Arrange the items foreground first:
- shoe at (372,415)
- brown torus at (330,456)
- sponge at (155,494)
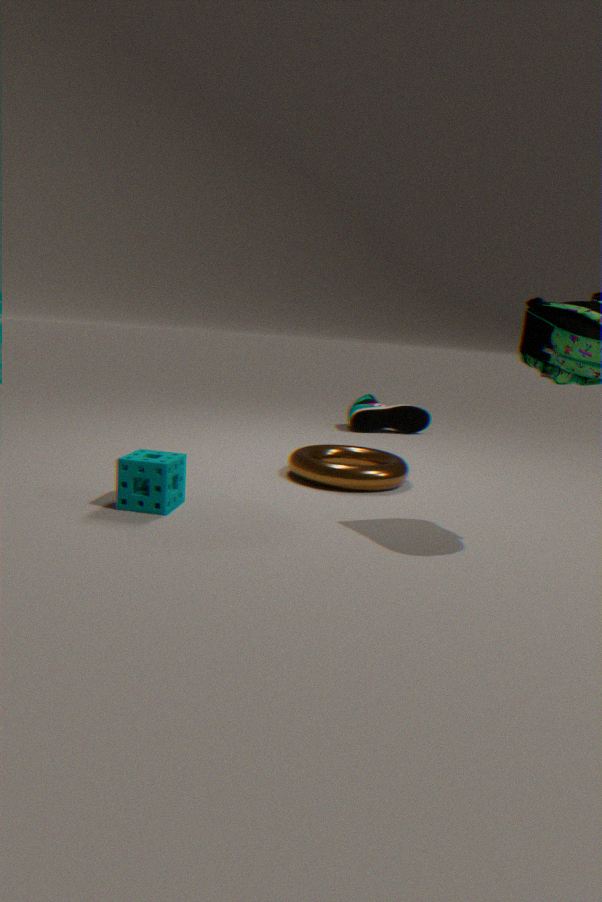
1. sponge at (155,494)
2. brown torus at (330,456)
3. shoe at (372,415)
